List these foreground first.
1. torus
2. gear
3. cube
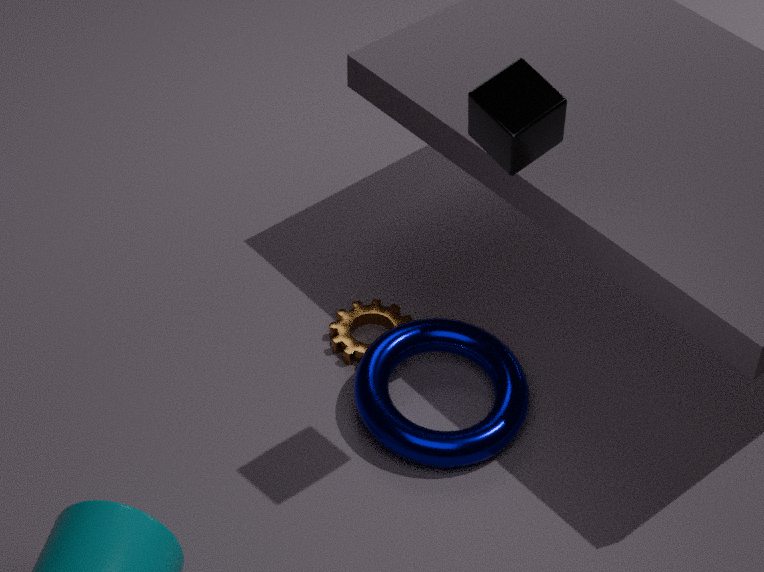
cube, torus, gear
